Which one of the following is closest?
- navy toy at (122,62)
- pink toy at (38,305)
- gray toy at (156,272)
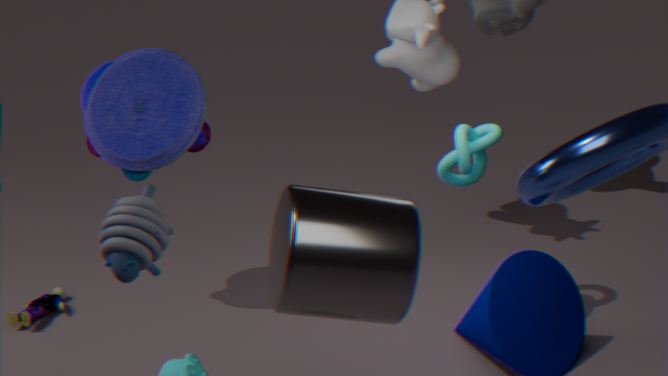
gray toy at (156,272)
